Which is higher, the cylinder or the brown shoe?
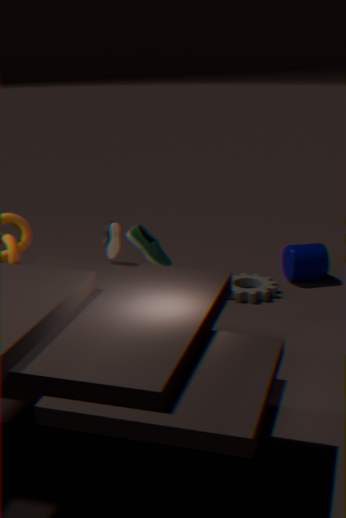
the brown shoe
